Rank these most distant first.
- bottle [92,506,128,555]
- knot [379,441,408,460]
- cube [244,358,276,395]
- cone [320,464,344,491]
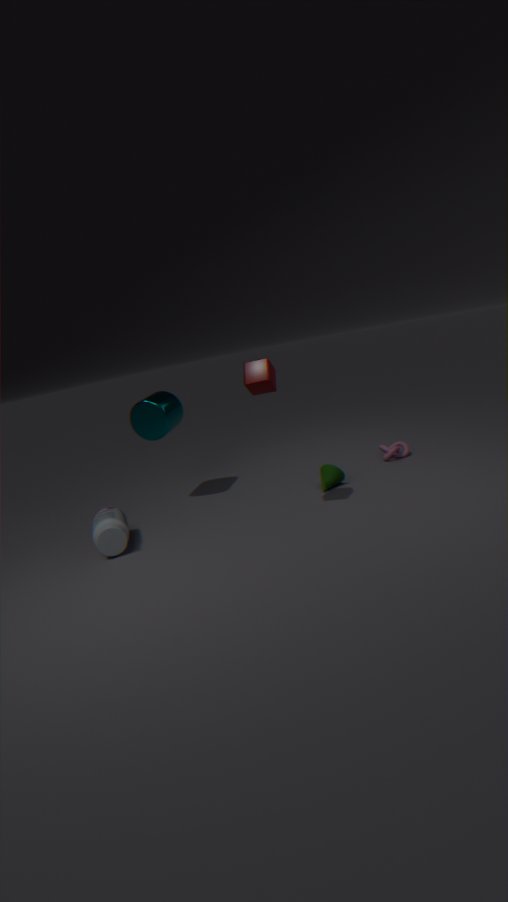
knot [379,441,408,460] < cone [320,464,344,491] < bottle [92,506,128,555] < cube [244,358,276,395]
